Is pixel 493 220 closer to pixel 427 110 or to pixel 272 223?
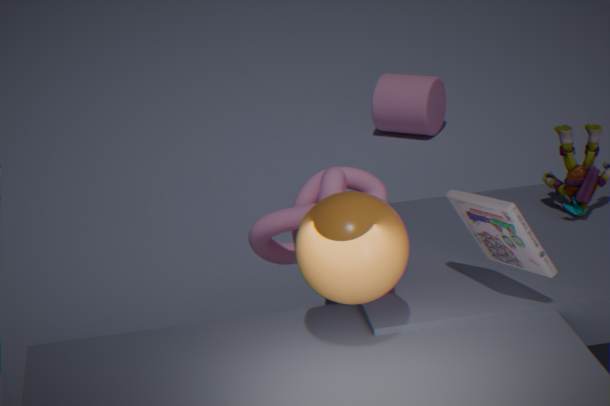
pixel 272 223
